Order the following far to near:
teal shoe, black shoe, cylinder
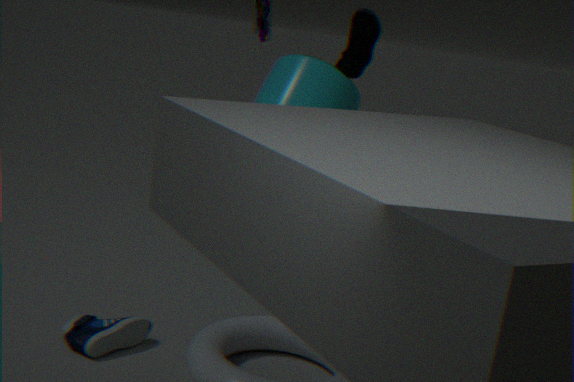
teal shoe < cylinder < black shoe
